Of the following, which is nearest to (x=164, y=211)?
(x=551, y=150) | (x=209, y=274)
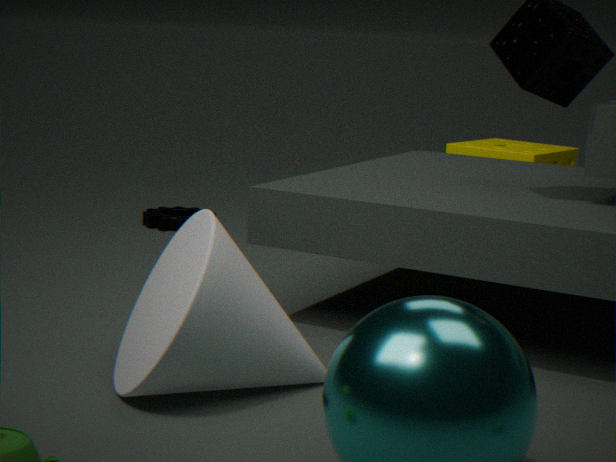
(x=551, y=150)
